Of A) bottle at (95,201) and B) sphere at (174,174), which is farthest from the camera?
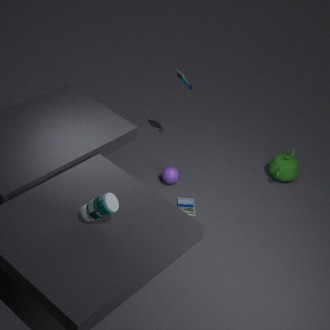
B. sphere at (174,174)
